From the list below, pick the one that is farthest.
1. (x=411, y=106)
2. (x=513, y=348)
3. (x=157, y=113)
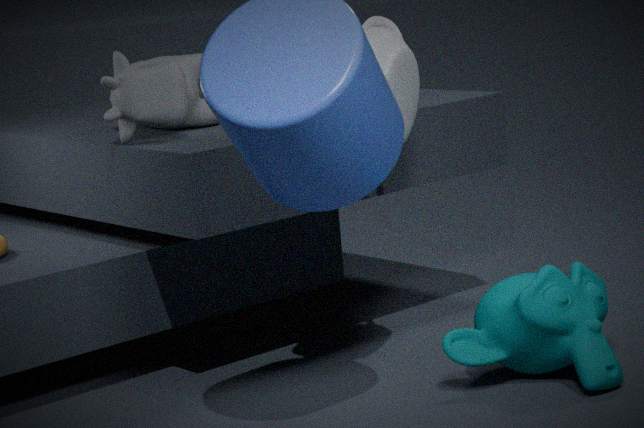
(x=157, y=113)
